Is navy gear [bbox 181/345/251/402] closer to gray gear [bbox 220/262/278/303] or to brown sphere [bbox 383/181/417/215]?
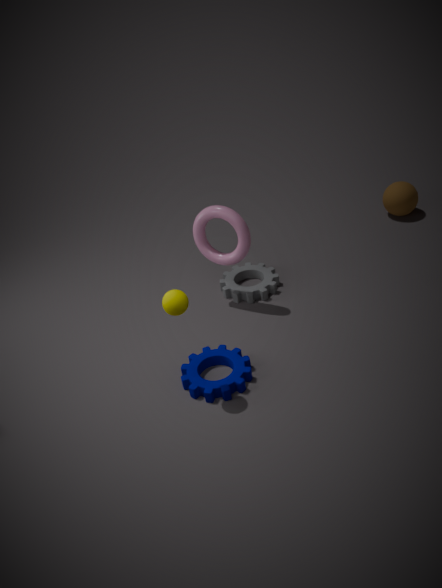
gray gear [bbox 220/262/278/303]
